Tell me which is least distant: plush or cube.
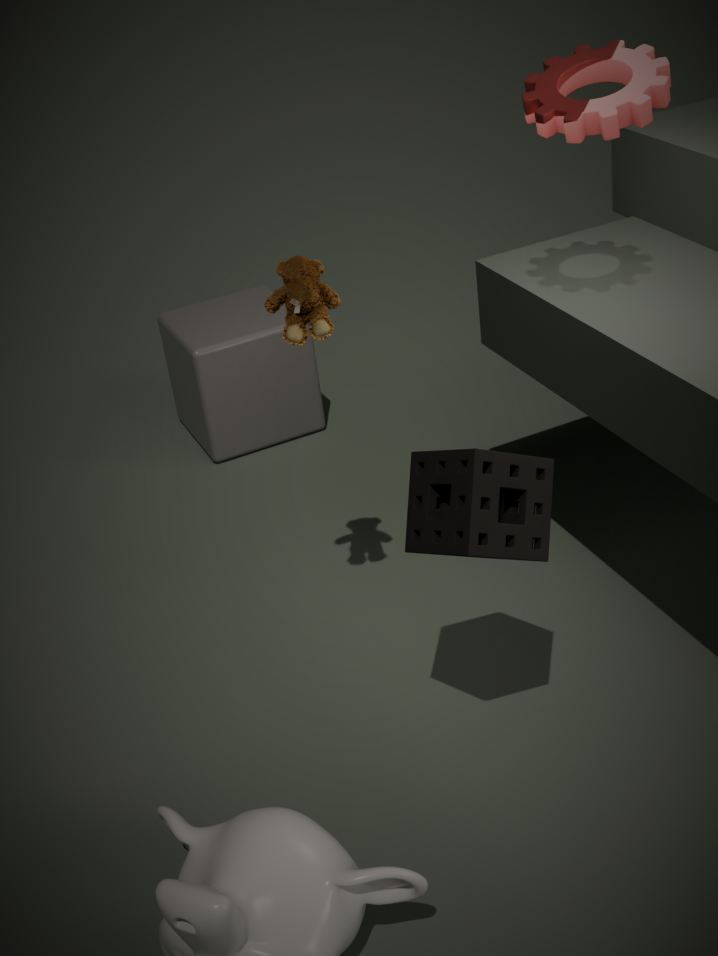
plush
